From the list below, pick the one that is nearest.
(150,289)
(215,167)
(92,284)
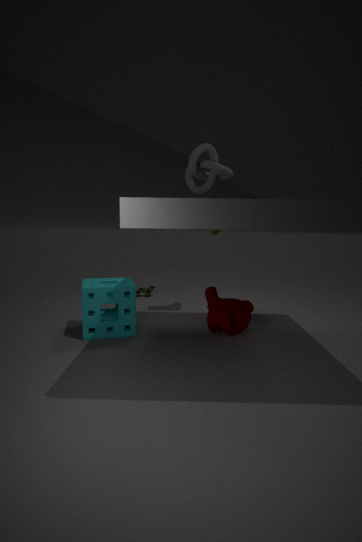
(215,167)
